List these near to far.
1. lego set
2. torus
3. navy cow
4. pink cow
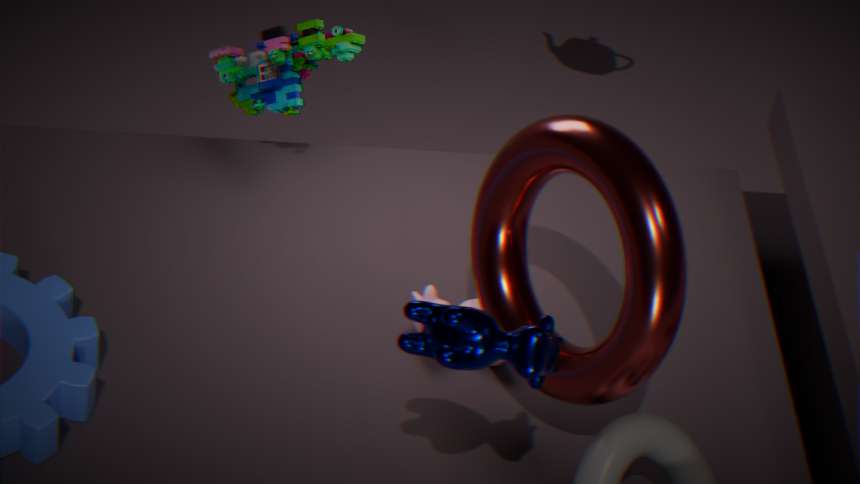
1. navy cow
2. torus
3. pink cow
4. lego set
